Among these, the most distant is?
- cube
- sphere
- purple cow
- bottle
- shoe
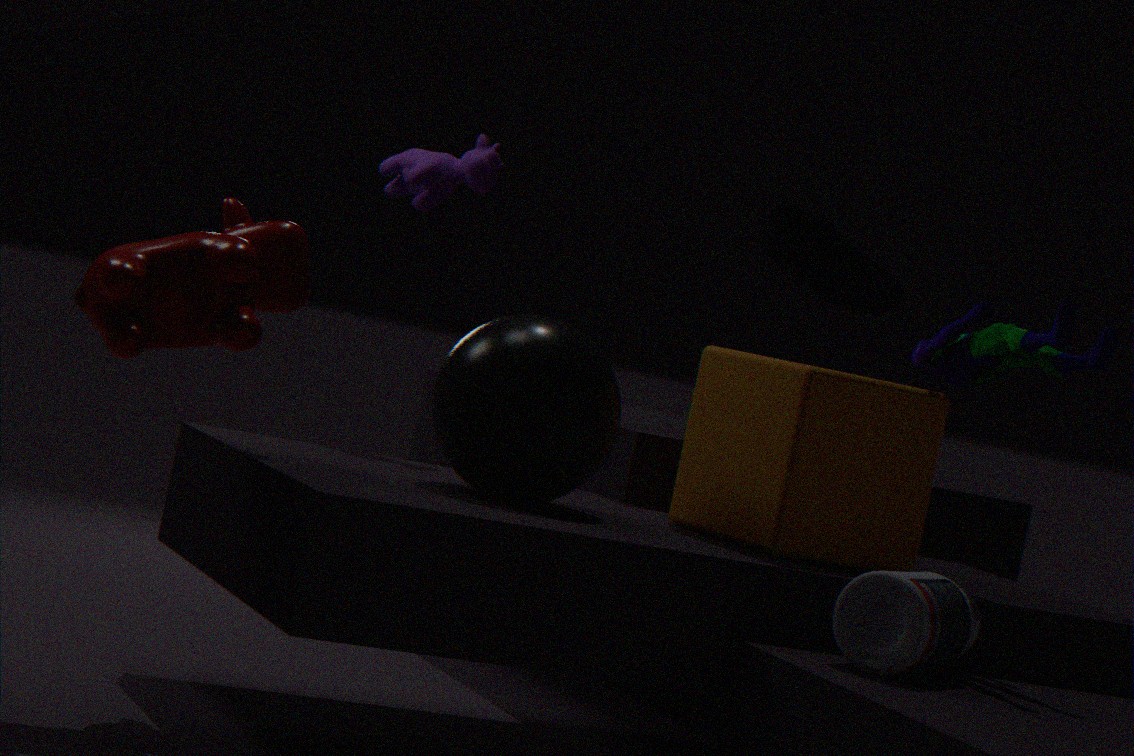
shoe
